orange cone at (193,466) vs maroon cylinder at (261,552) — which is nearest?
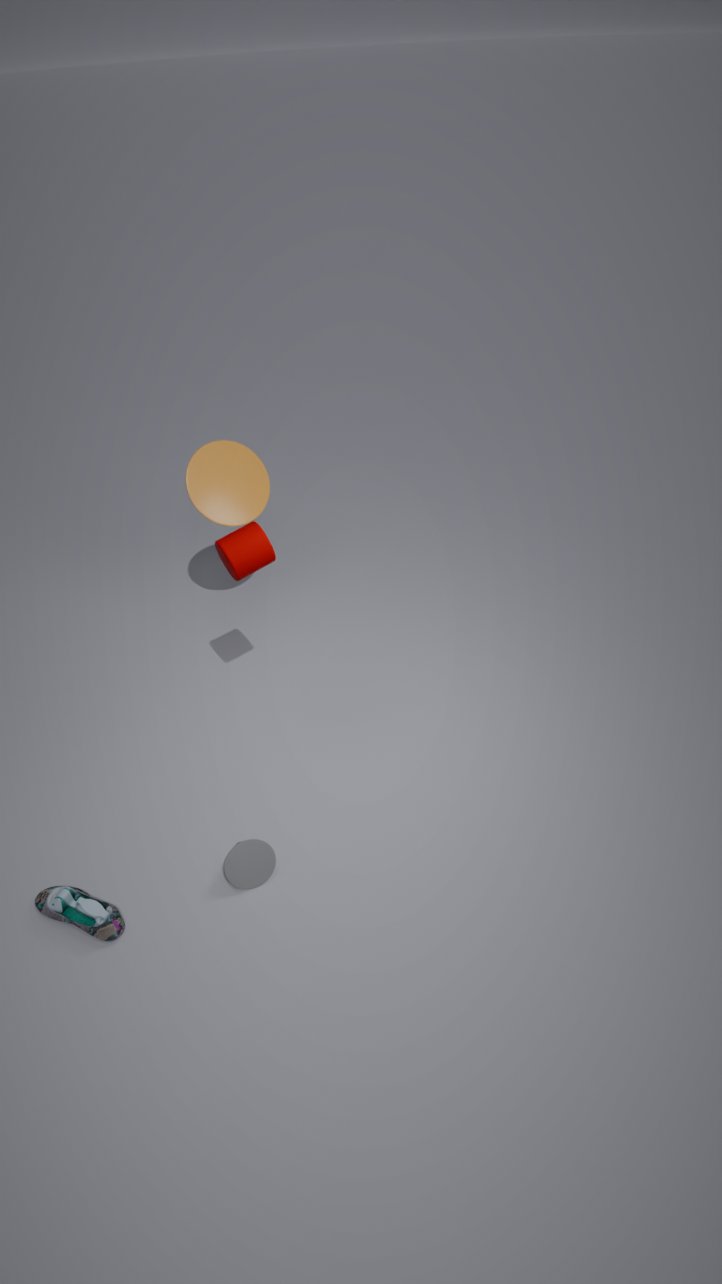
maroon cylinder at (261,552)
